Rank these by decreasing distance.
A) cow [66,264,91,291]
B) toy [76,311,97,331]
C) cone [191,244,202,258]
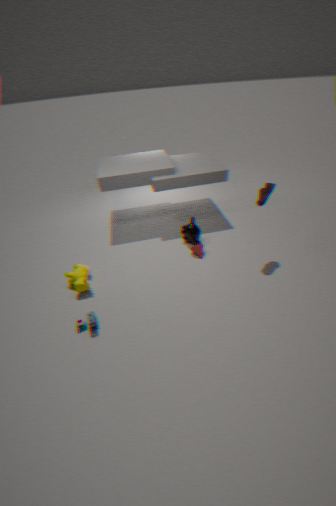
cone [191,244,202,258]
cow [66,264,91,291]
toy [76,311,97,331]
